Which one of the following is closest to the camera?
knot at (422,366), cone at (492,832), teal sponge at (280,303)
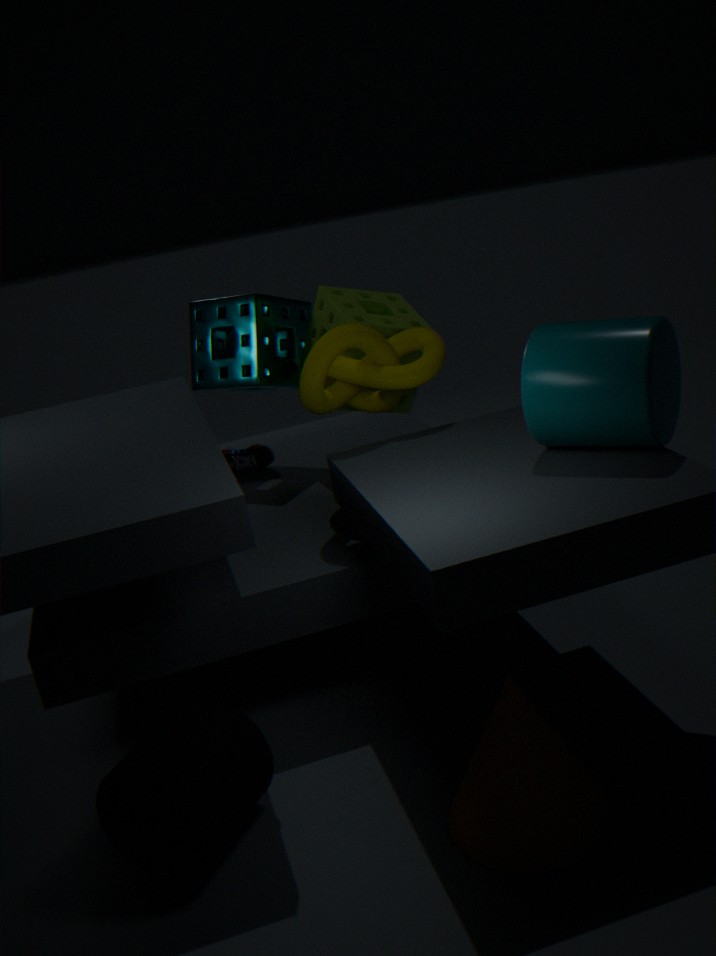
cone at (492,832)
